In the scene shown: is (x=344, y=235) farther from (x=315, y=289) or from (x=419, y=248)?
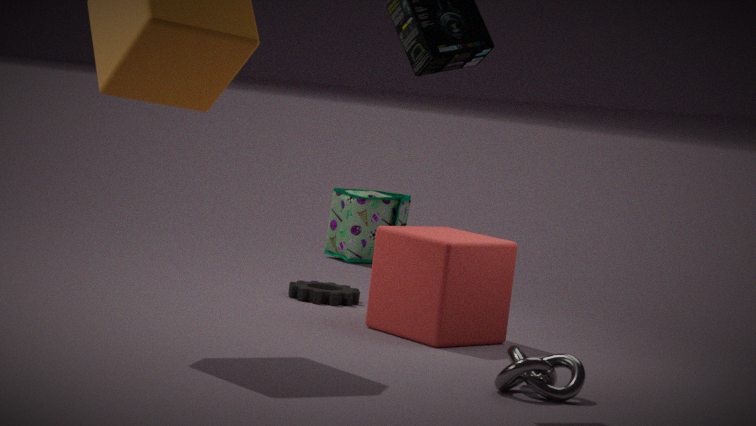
(x=419, y=248)
